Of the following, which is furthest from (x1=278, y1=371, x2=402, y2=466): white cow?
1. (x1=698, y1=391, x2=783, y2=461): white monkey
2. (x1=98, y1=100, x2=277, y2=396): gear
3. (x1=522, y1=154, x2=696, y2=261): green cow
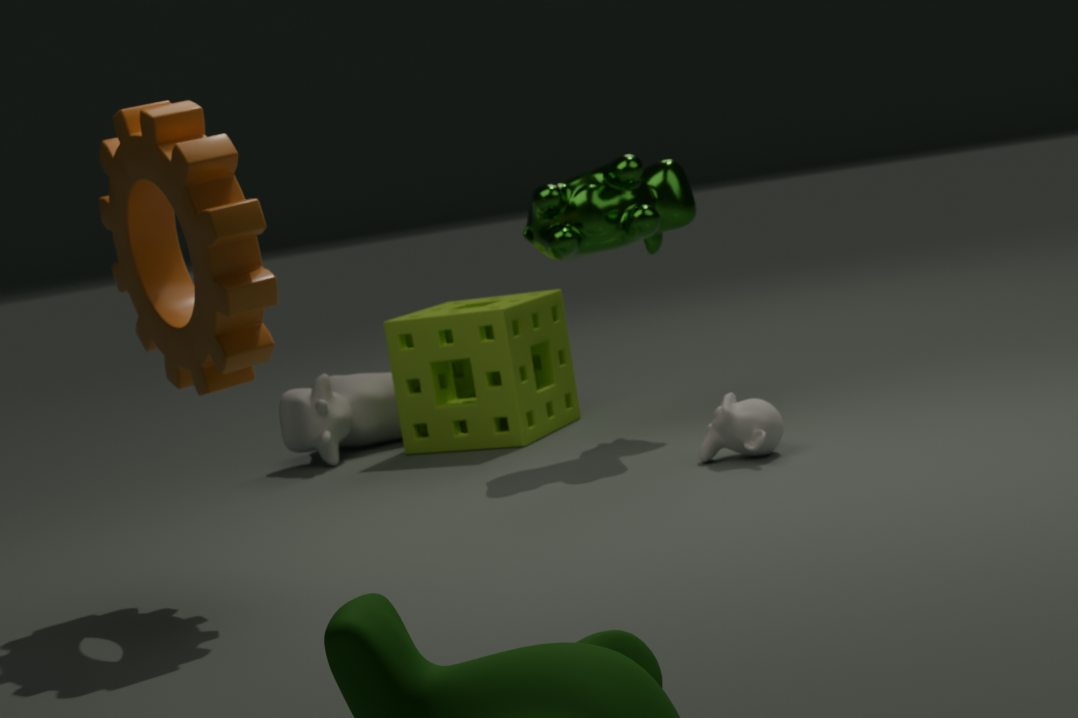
(x1=698, y1=391, x2=783, y2=461): white monkey
